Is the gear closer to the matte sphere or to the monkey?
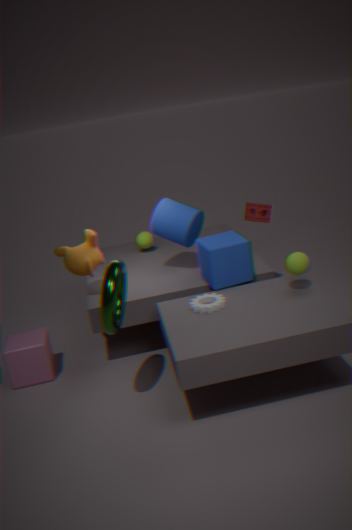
the monkey
